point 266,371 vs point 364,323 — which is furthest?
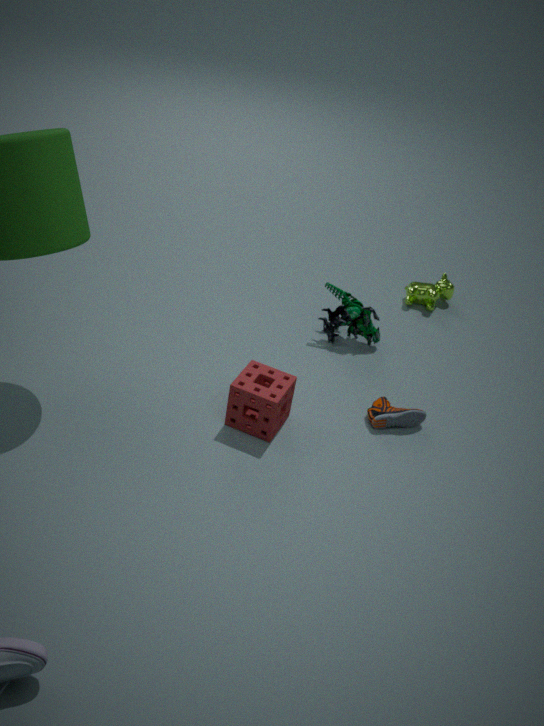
point 364,323
